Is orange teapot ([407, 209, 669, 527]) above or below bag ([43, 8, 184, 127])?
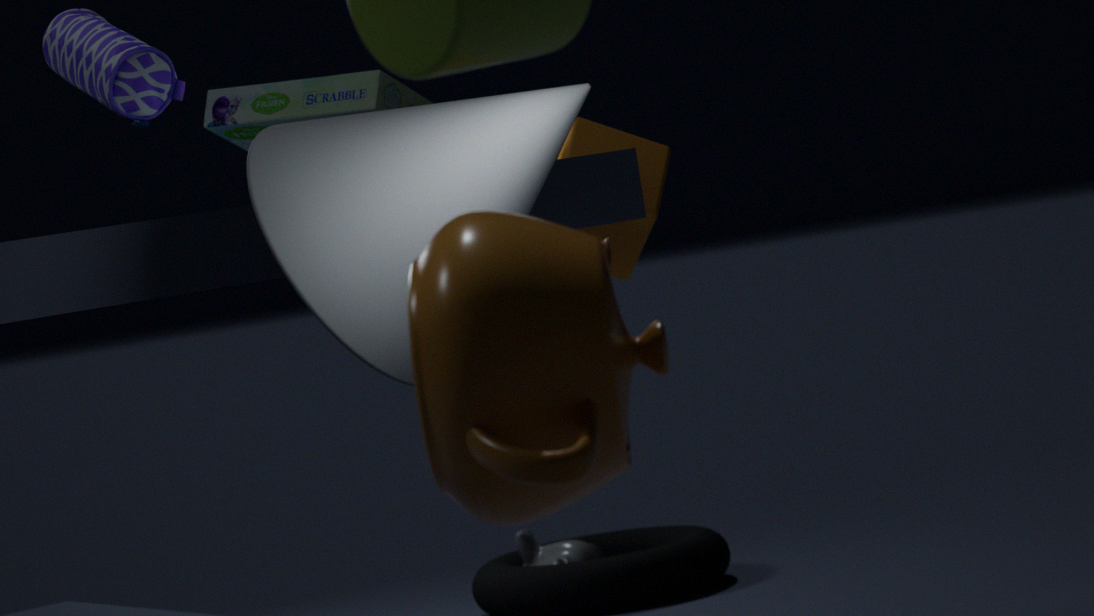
below
